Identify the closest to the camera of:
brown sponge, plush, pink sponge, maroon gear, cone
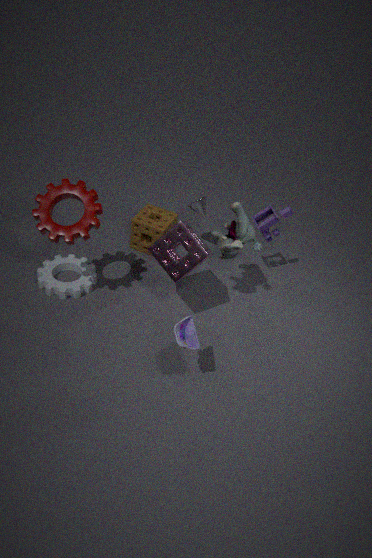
maroon gear
